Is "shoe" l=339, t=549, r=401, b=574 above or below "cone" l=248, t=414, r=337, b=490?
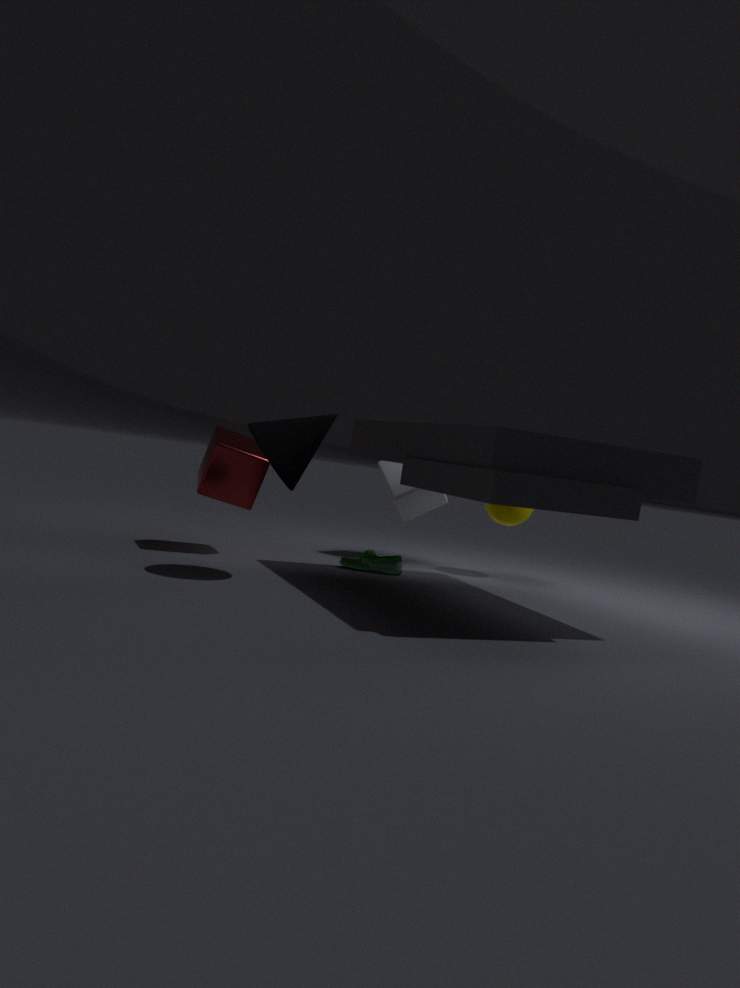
below
